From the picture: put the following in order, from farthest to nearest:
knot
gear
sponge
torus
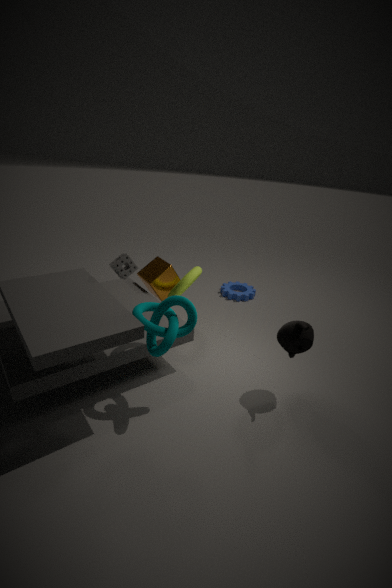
gear → torus → sponge → knot
